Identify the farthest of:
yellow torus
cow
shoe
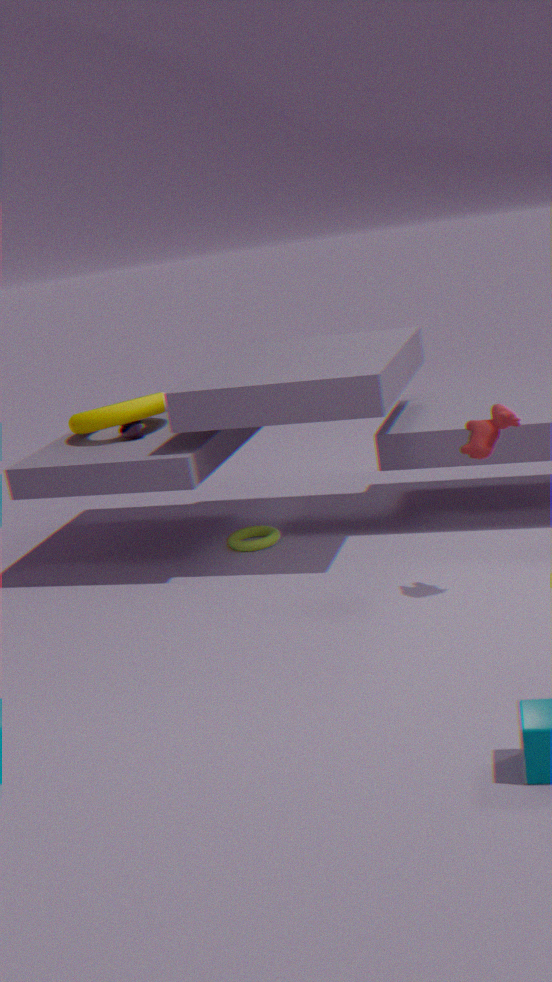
shoe
